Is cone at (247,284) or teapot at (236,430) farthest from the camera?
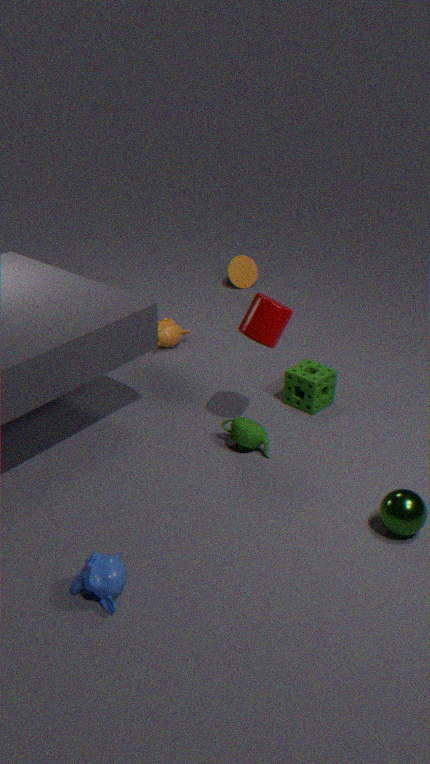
cone at (247,284)
